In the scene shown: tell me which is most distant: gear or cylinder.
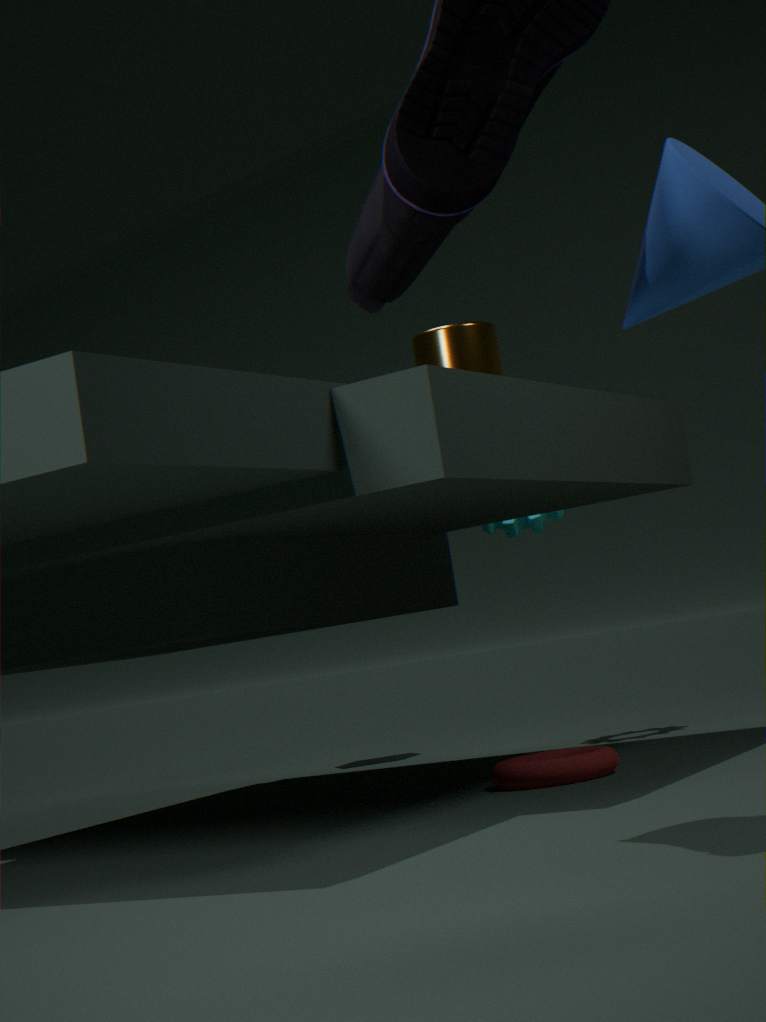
gear
